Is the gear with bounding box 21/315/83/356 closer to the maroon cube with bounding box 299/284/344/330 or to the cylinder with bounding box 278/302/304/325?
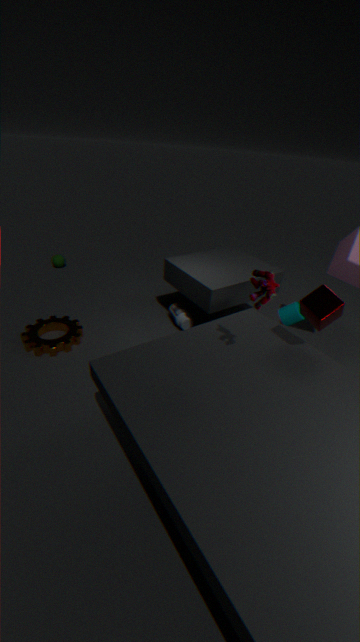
the cylinder with bounding box 278/302/304/325
